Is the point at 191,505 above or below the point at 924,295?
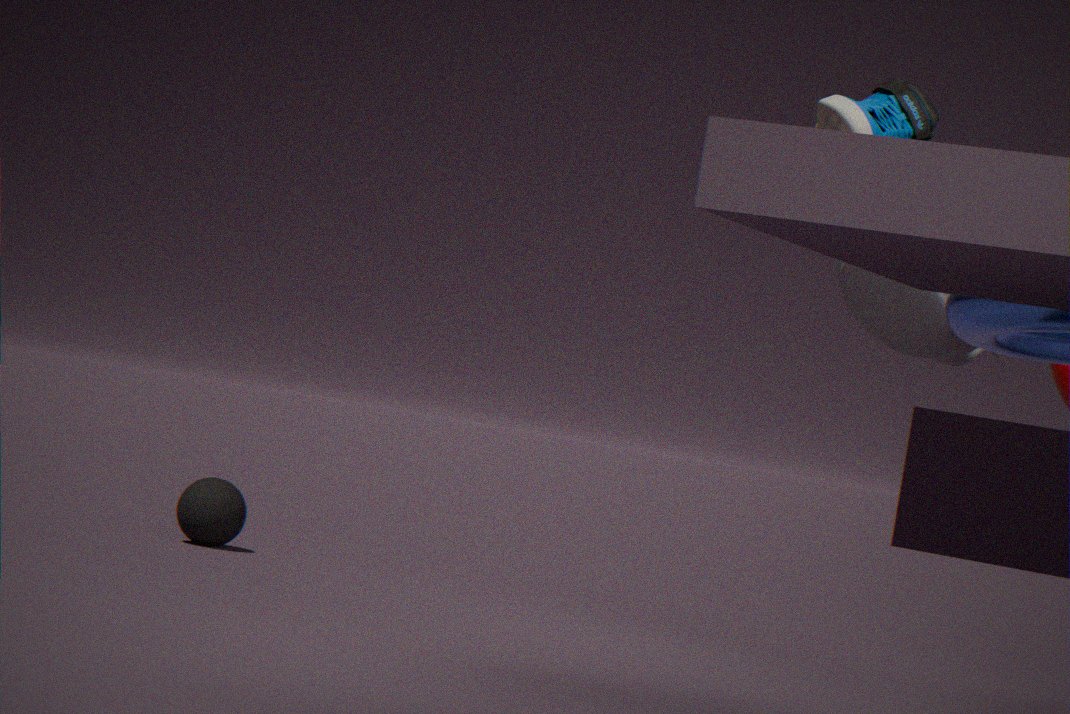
below
